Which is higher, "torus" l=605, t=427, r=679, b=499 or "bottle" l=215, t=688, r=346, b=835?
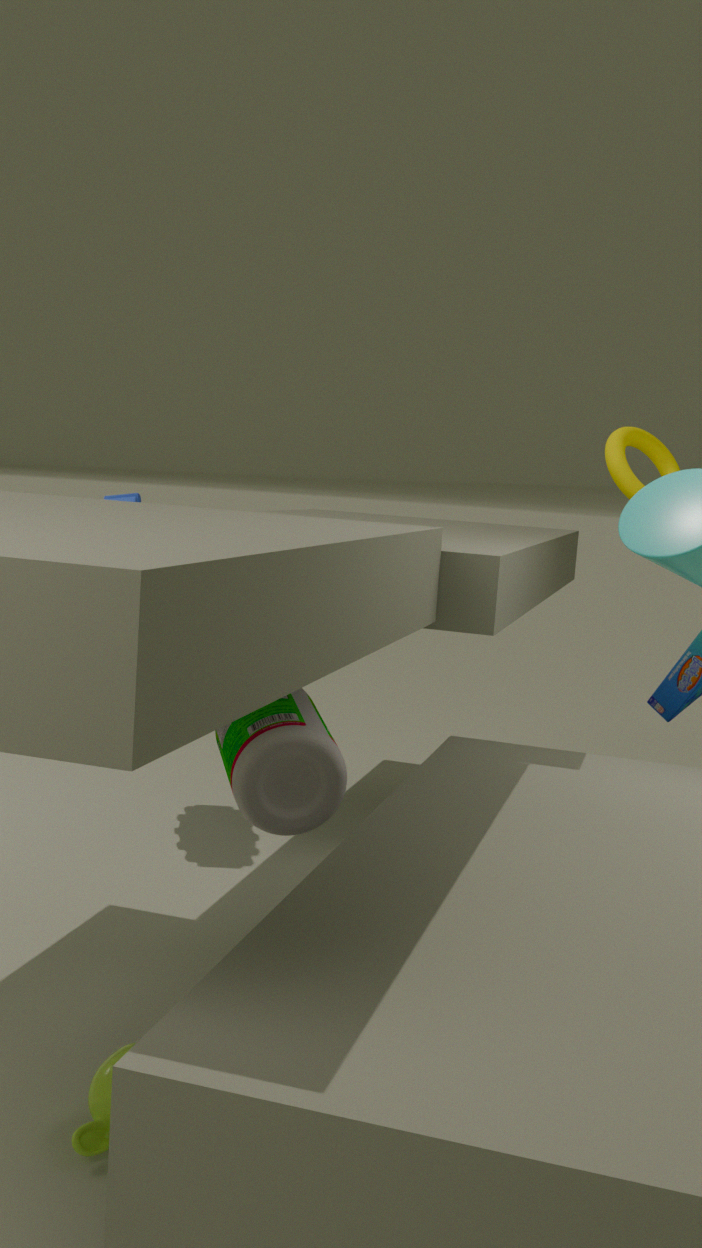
"torus" l=605, t=427, r=679, b=499
